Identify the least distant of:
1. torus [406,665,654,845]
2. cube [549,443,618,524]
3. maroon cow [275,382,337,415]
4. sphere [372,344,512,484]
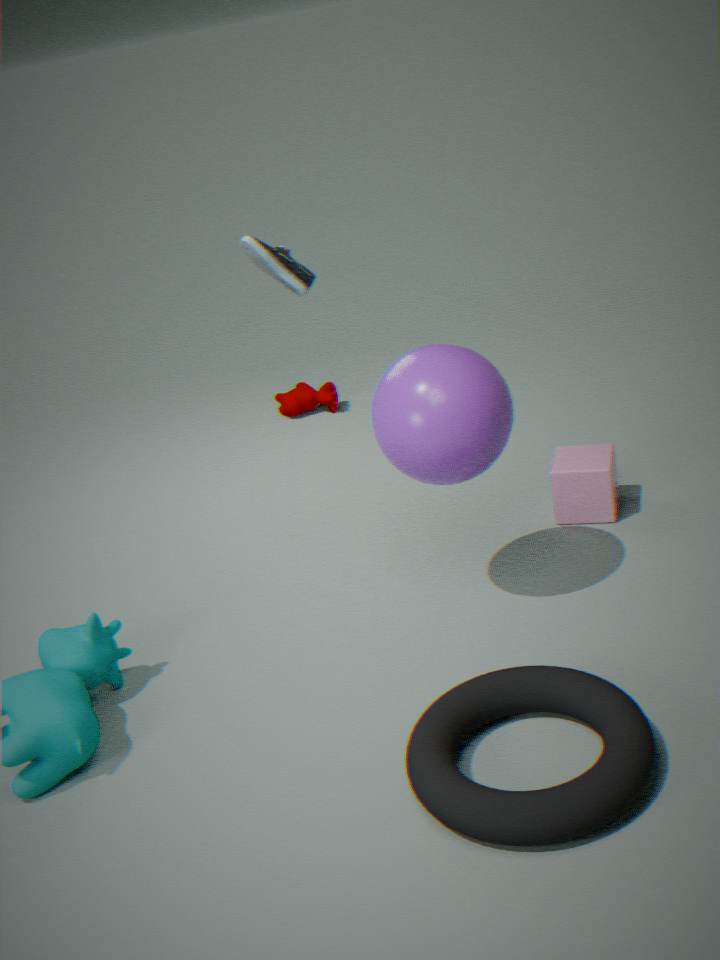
torus [406,665,654,845]
